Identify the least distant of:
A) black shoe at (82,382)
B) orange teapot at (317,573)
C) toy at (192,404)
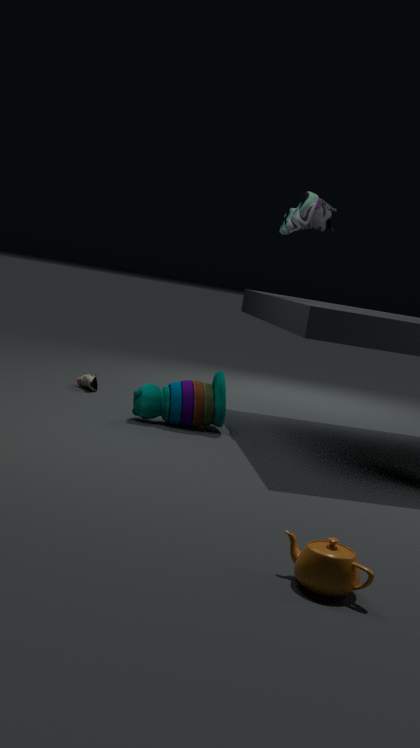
orange teapot at (317,573)
